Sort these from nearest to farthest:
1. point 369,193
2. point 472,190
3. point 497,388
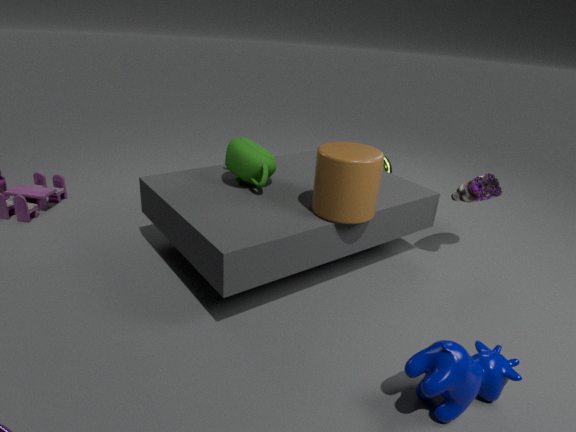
point 497,388 → point 369,193 → point 472,190
